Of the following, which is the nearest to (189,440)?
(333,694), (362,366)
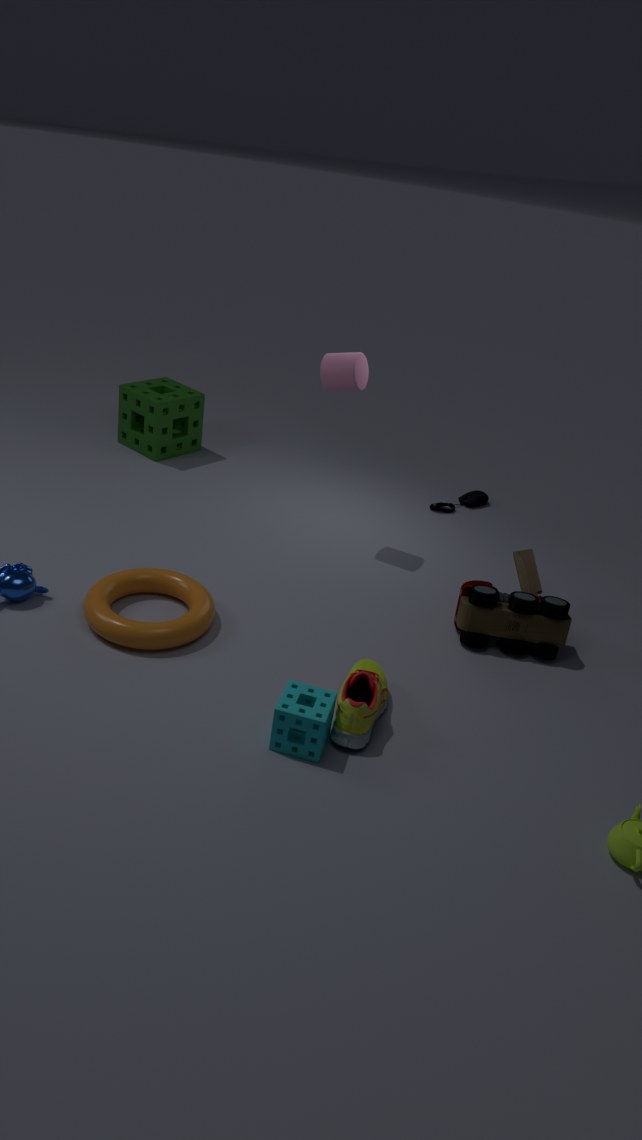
(362,366)
